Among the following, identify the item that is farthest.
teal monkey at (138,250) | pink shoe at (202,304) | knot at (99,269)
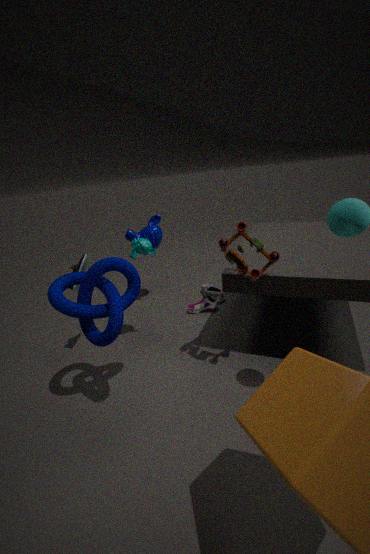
pink shoe at (202,304)
